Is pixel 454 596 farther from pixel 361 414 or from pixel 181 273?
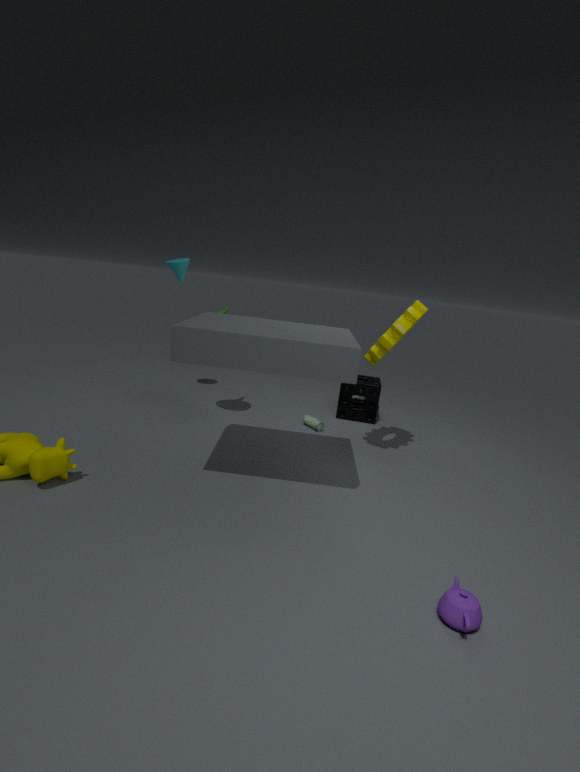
pixel 181 273
